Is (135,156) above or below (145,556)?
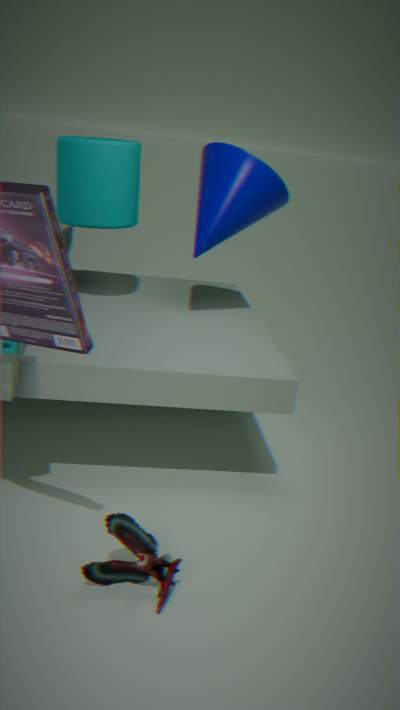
above
